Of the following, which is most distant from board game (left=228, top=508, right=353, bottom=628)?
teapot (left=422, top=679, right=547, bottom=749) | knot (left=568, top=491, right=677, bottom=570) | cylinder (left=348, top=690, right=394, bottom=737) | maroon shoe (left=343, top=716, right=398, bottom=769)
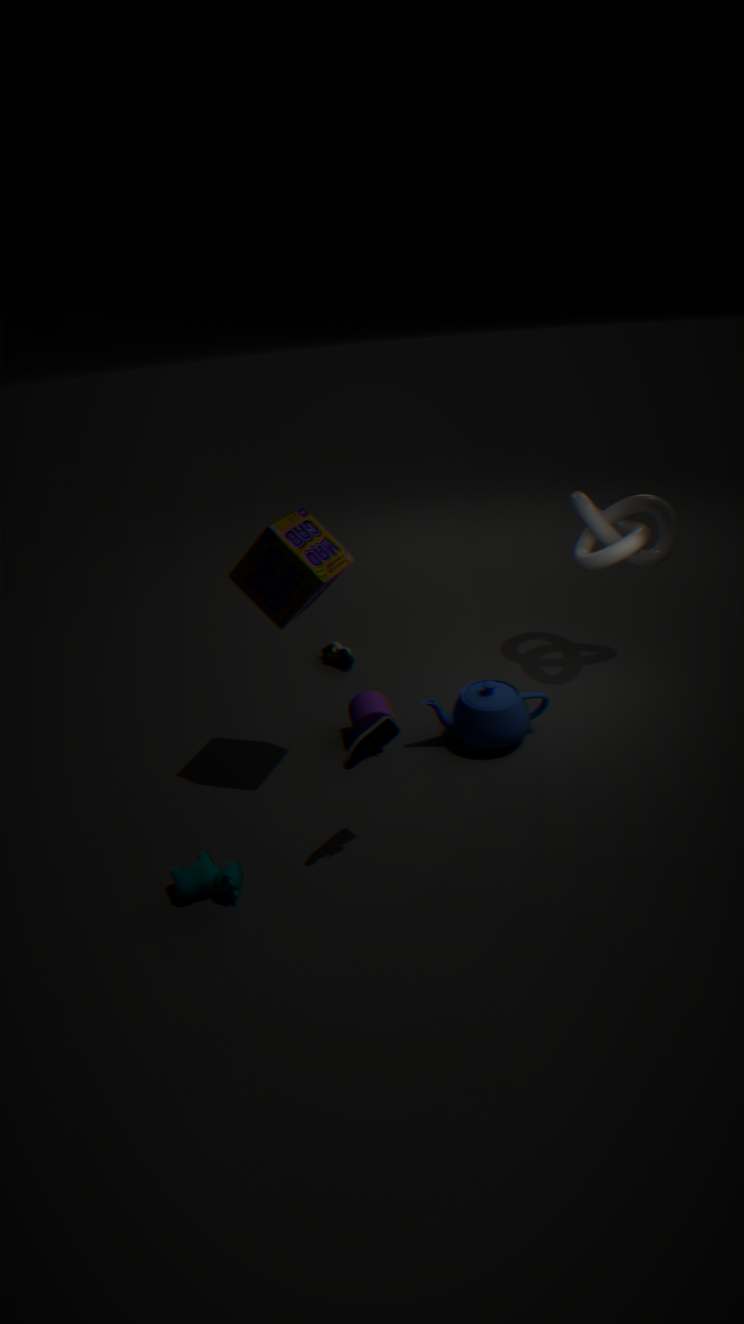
knot (left=568, top=491, right=677, bottom=570)
